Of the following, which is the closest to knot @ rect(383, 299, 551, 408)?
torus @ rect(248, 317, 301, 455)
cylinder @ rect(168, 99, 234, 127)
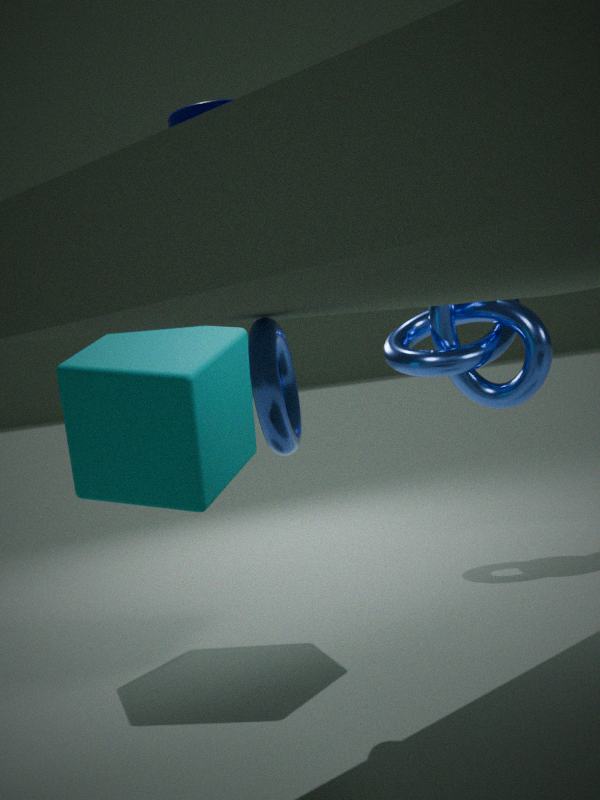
torus @ rect(248, 317, 301, 455)
